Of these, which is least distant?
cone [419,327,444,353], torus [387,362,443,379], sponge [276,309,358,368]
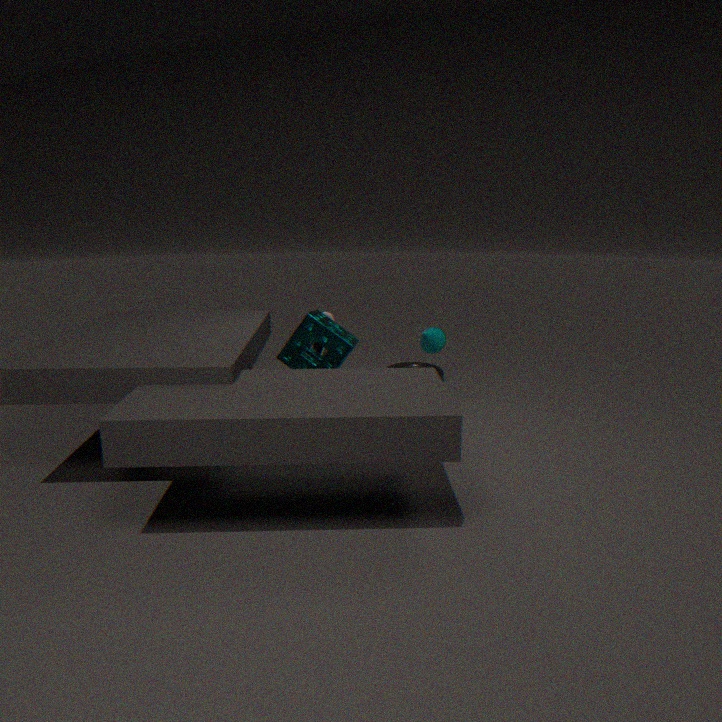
sponge [276,309,358,368]
